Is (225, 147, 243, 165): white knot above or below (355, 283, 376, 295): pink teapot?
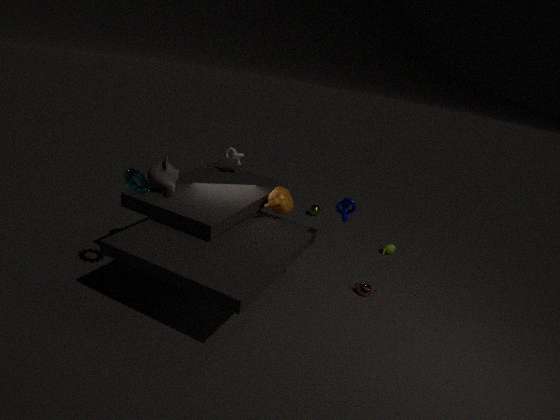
above
